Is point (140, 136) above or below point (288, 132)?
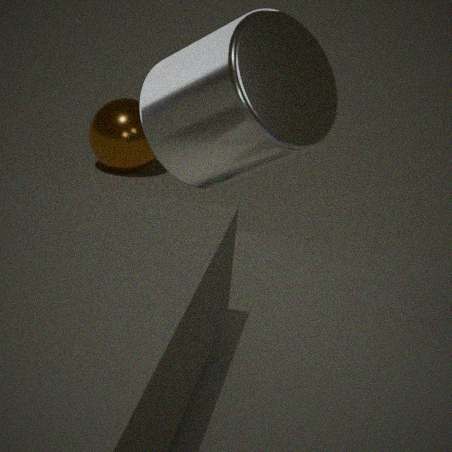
below
